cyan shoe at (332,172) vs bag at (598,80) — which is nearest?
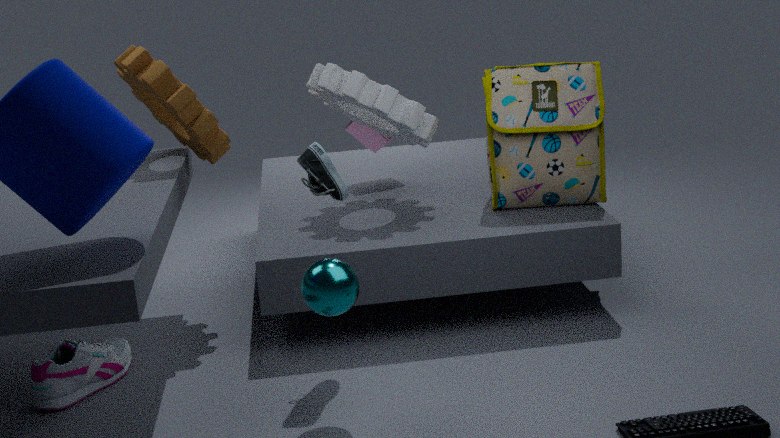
cyan shoe at (332,172)
